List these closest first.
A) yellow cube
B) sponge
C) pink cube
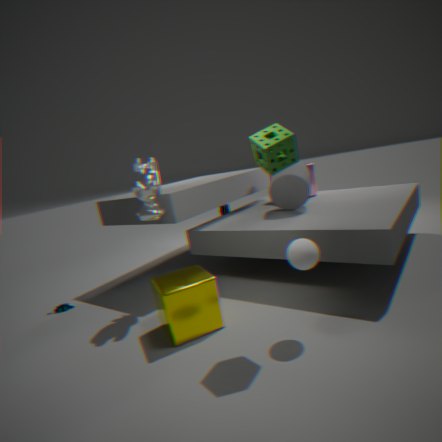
B. sponge → A. yellow cube → C. pink cube
